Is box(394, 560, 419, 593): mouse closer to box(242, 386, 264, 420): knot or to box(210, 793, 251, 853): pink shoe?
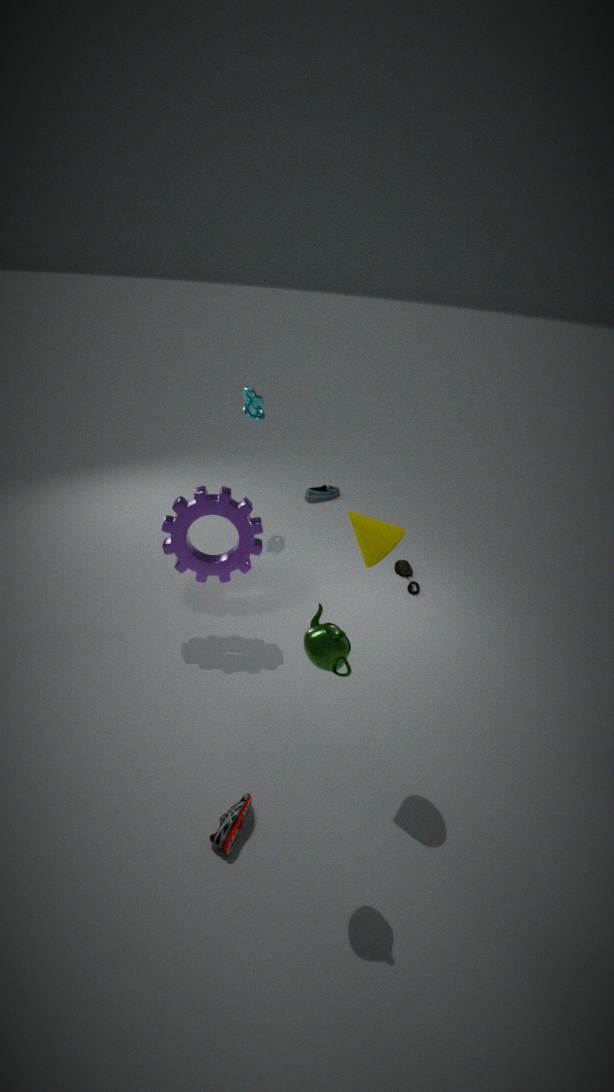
box(242, 386, 264, 420): knot
